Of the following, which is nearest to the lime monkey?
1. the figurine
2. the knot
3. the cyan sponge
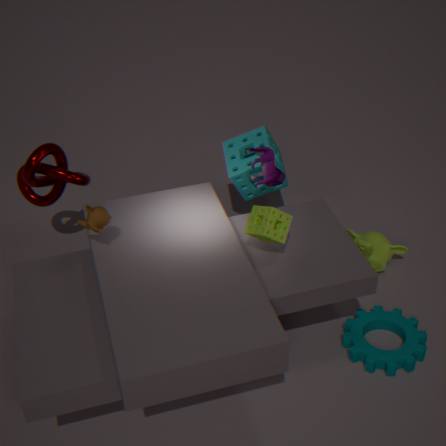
the cyan sponge
